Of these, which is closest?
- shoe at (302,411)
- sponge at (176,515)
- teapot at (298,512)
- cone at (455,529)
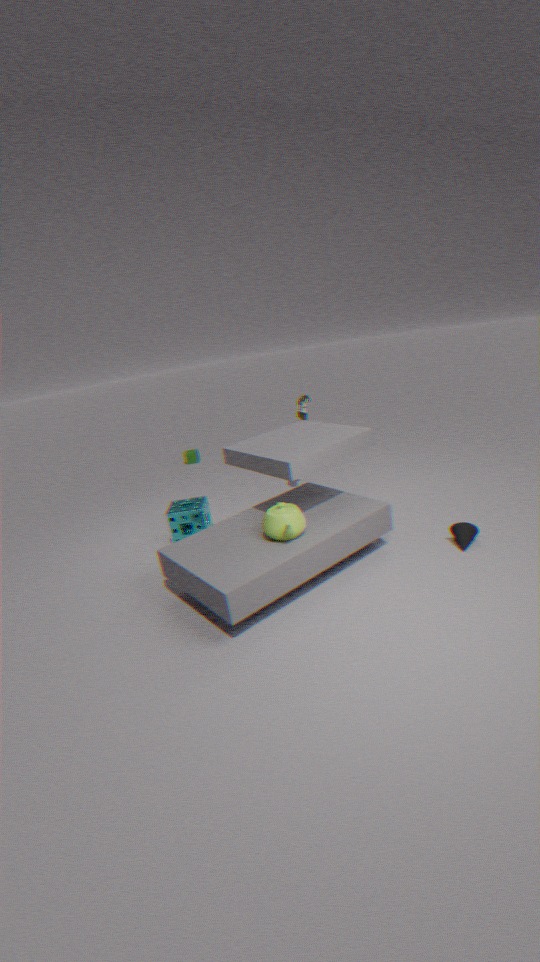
teapot at (298,512)
